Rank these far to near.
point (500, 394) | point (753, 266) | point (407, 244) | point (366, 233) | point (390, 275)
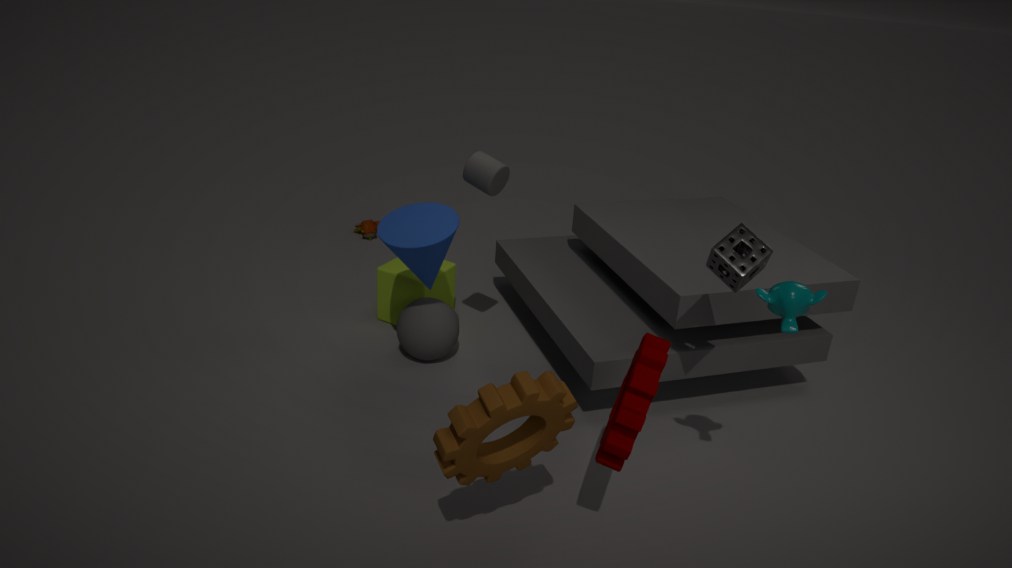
point (366, 233)
point (390, 275)
point (407, 244)
point (753, 266)
point (500, 394)
